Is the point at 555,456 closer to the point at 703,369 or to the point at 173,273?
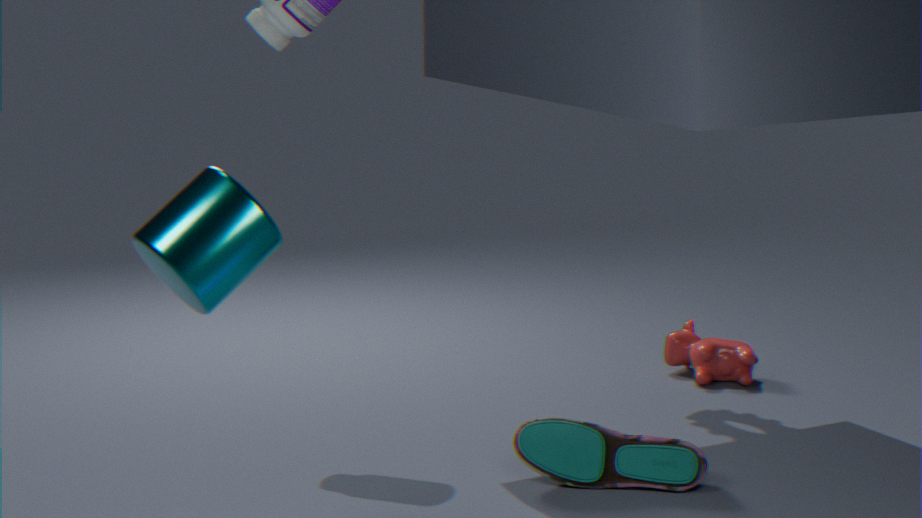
the point at 703,369
